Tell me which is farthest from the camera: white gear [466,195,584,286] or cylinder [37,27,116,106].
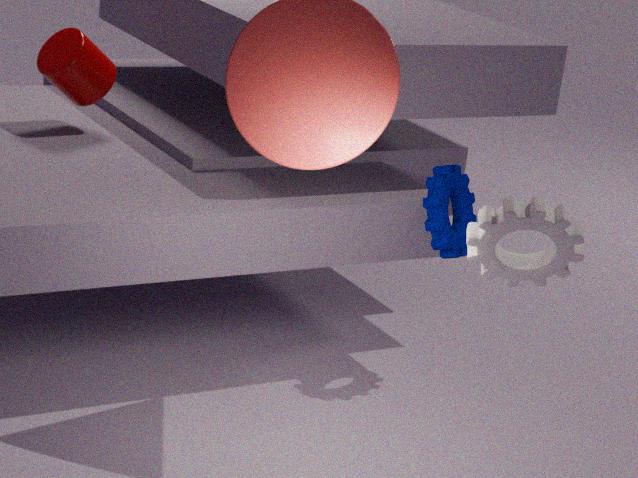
cylinder [37,27,116,106]
